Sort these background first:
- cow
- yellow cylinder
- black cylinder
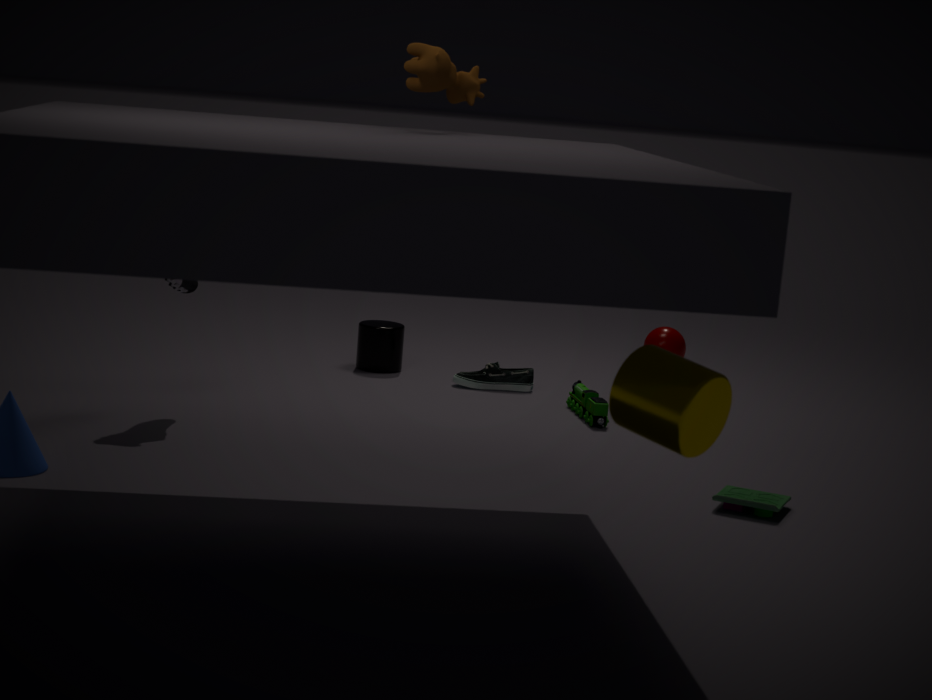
black cylinder
cow
yellow cylinder
